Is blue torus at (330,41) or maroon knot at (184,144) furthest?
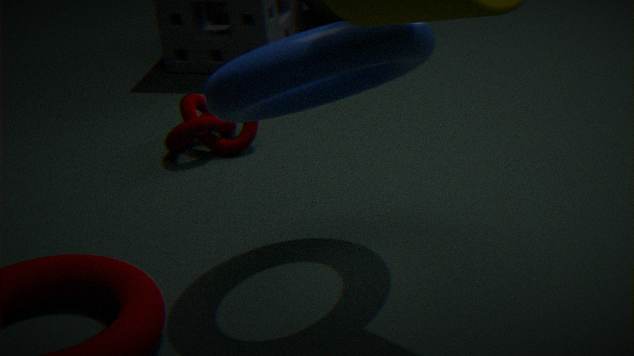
maroon knot at (184,144)
